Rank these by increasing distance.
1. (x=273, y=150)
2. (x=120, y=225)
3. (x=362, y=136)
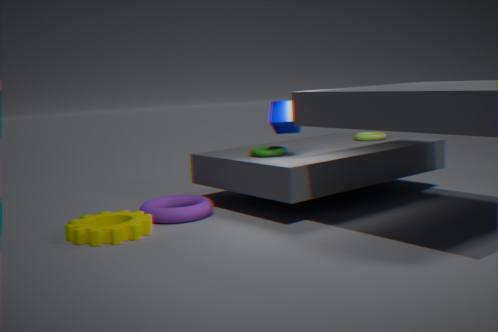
(x=120, y=225)
(x=273, y=150)
(x=362, y=136)
